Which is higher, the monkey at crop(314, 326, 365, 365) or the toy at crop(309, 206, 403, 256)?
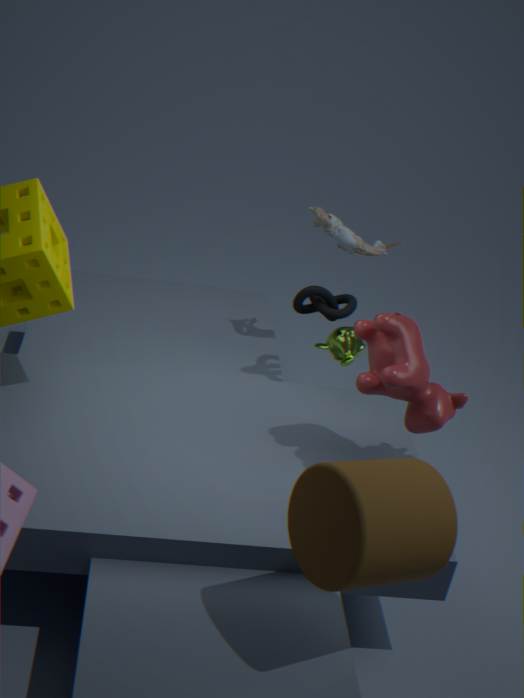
the toy at crop(309, 206, 403, 256)
